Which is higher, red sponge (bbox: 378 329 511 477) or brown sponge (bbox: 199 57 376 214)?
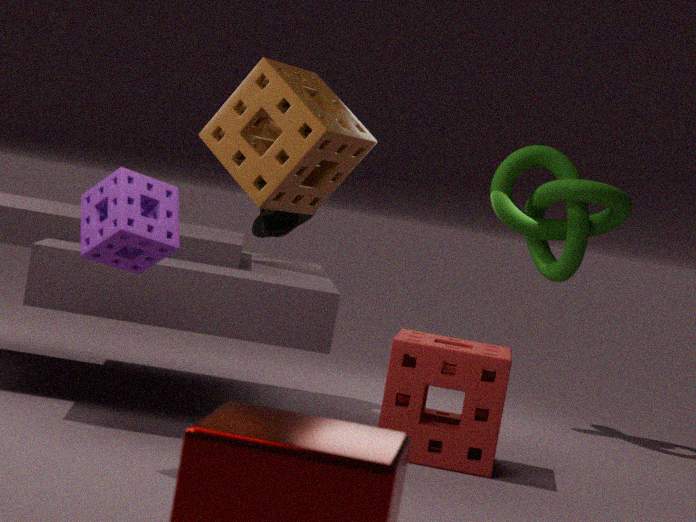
brown sponge (bbox: 199 57 376 214)
